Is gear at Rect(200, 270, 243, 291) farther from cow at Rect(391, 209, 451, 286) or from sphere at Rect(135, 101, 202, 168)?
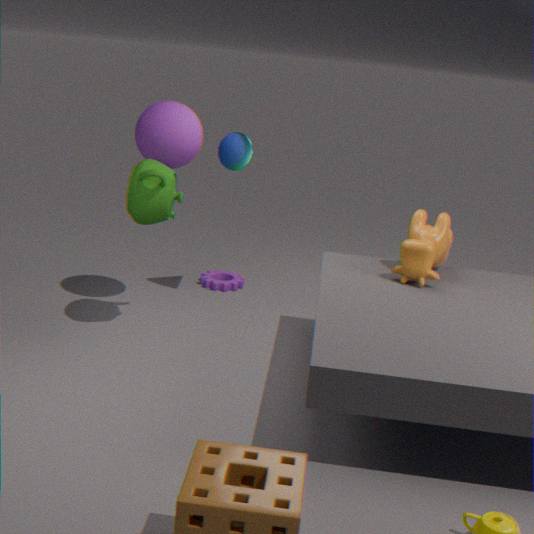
cow at Rect(391, 209, 451, 286)
